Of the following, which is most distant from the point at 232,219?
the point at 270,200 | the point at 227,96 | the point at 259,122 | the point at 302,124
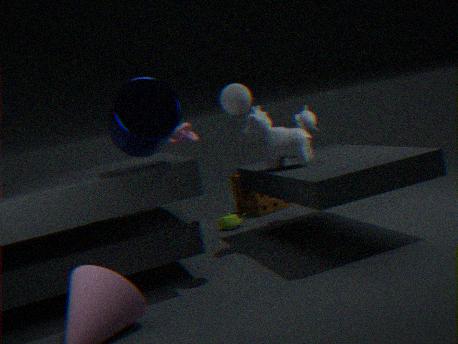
the point at 227,96
